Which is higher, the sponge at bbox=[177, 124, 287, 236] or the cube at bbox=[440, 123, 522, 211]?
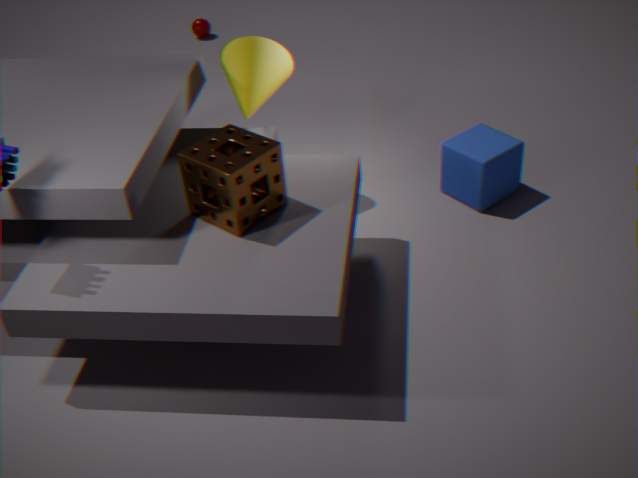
the sponge at bbox=[177, 124, 287, 236]
